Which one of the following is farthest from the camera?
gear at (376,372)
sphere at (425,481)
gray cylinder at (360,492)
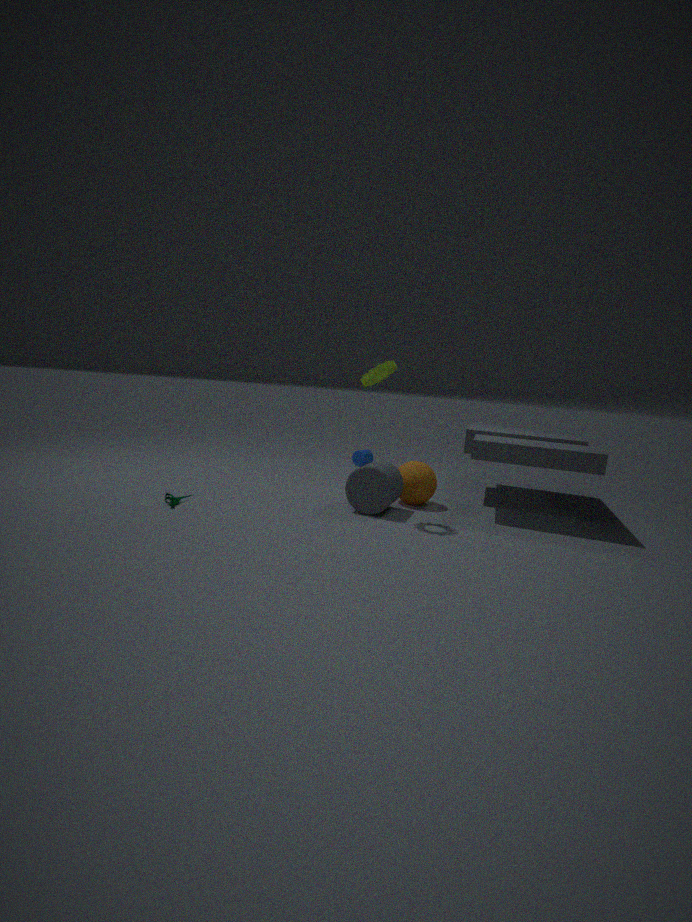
sphere at (425,481)
